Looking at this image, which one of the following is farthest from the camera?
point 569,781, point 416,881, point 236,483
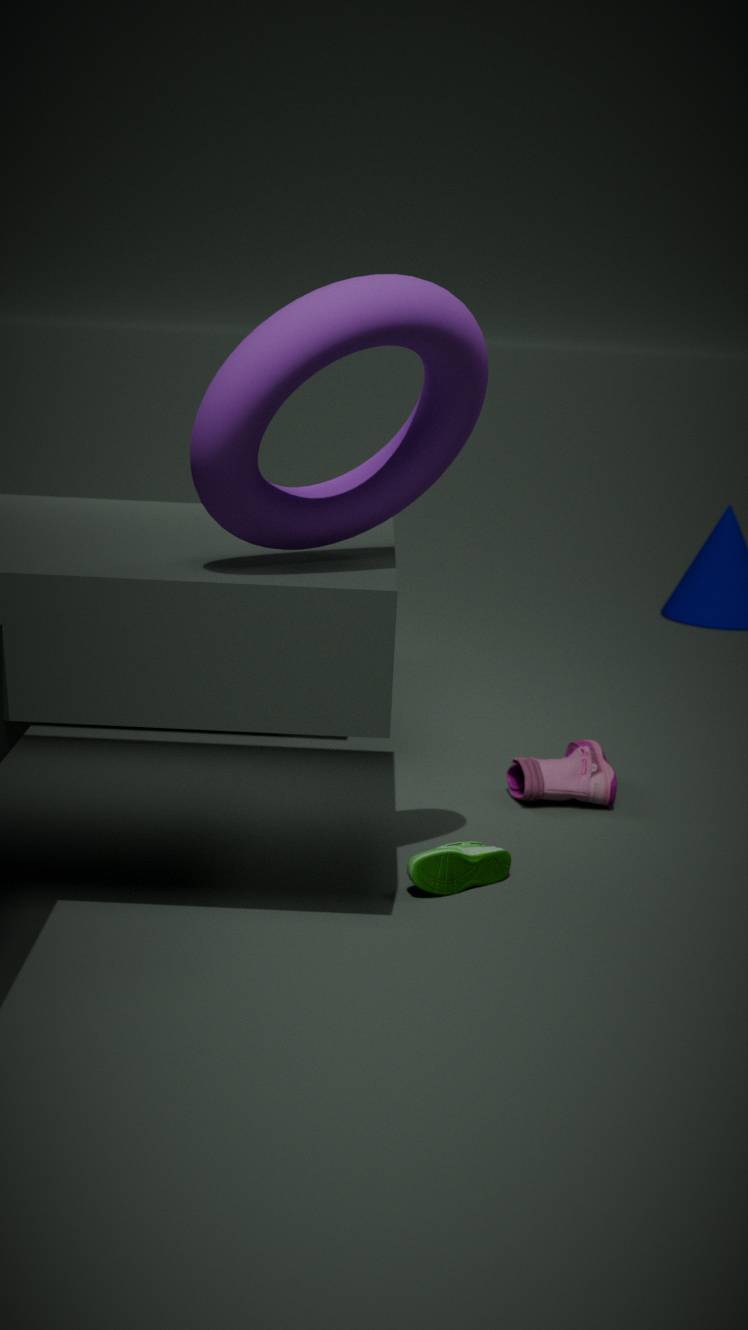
point 569,781
